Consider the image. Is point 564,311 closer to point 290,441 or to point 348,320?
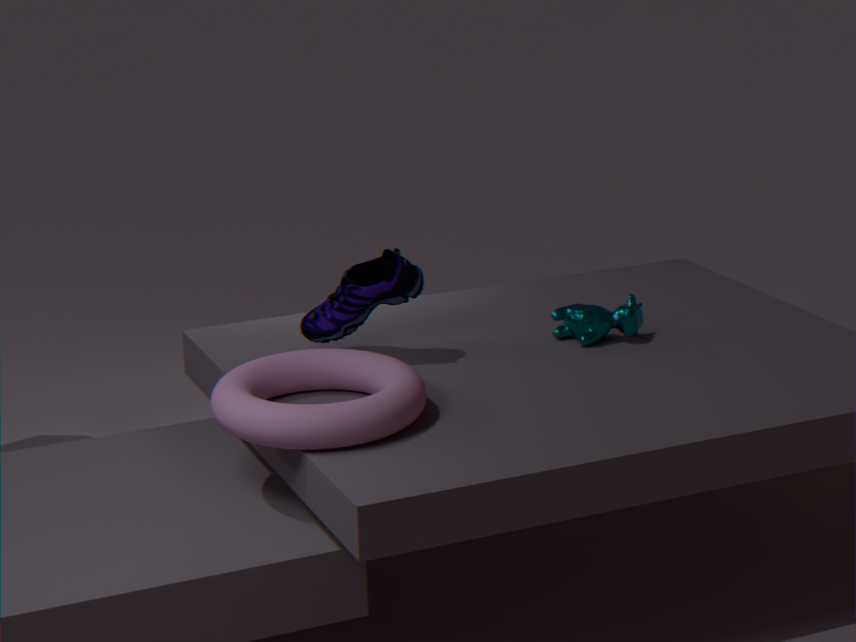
point 348,320
